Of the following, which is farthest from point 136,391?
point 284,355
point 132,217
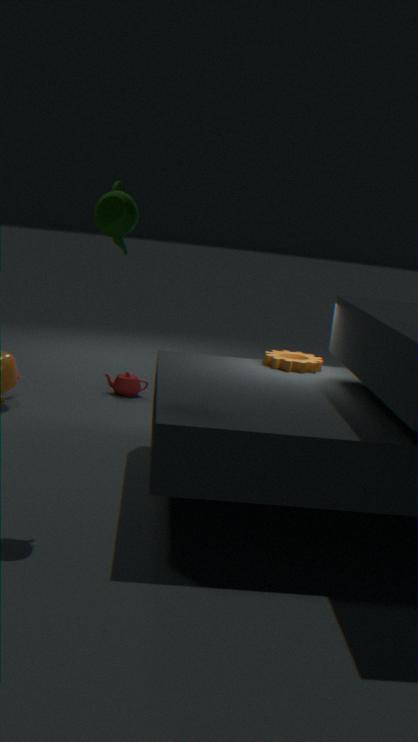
point 132,217
